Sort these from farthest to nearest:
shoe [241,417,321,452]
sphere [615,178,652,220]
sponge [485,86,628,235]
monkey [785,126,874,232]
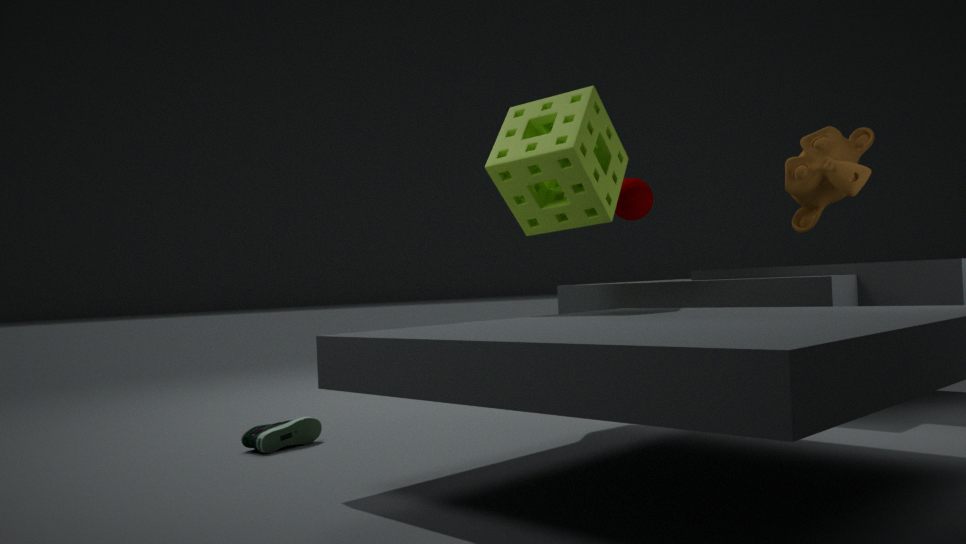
sphere [615,178,652,220] → monkey [785,126,874,232] → sponge [485,86,628,235] → shoe [241,417,321,452]
